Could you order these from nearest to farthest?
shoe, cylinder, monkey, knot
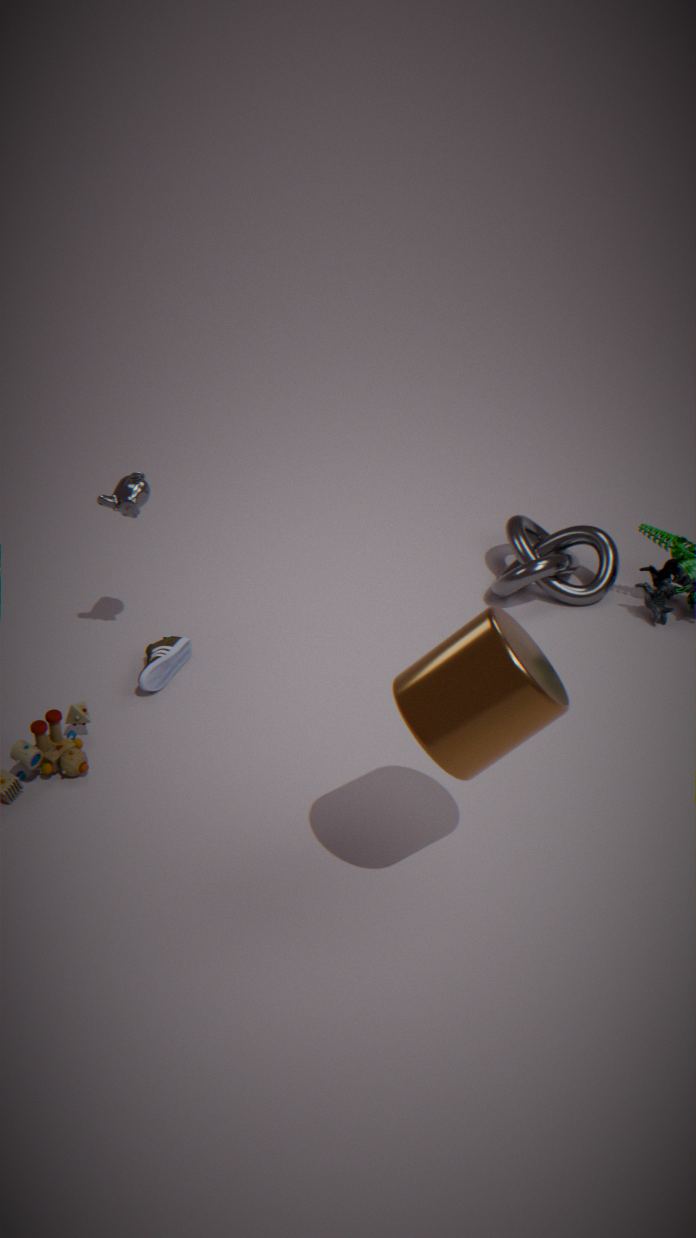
cylinder < monkey < shoe < knot
